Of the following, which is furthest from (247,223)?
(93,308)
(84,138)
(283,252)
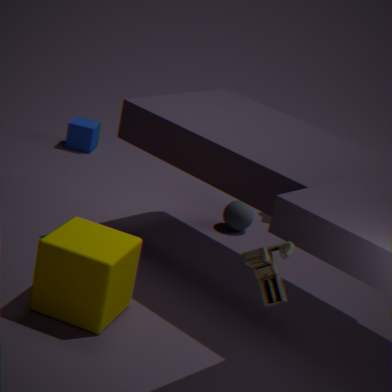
(283,252)
